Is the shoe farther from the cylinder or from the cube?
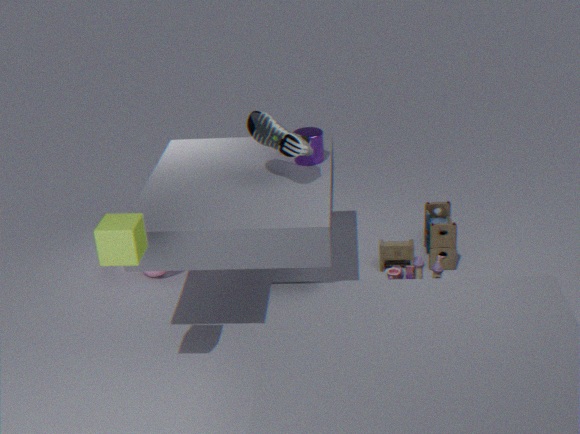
the cube
